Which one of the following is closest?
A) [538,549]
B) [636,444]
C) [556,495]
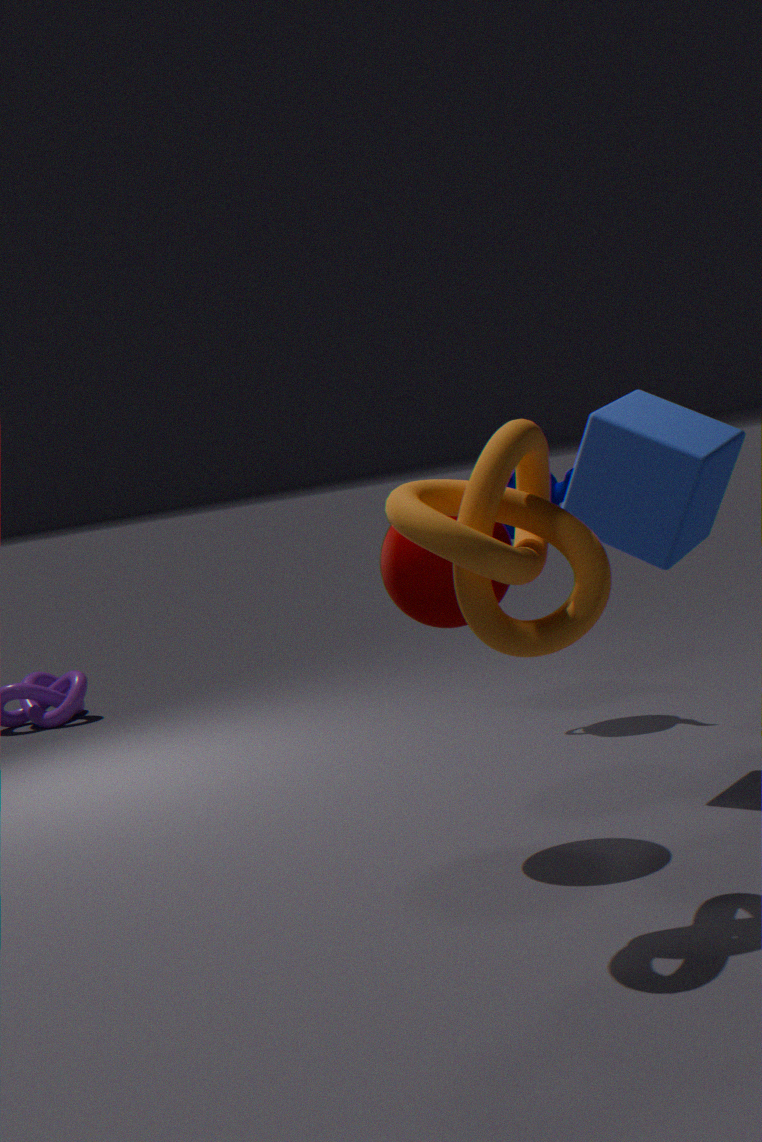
[538,549]
